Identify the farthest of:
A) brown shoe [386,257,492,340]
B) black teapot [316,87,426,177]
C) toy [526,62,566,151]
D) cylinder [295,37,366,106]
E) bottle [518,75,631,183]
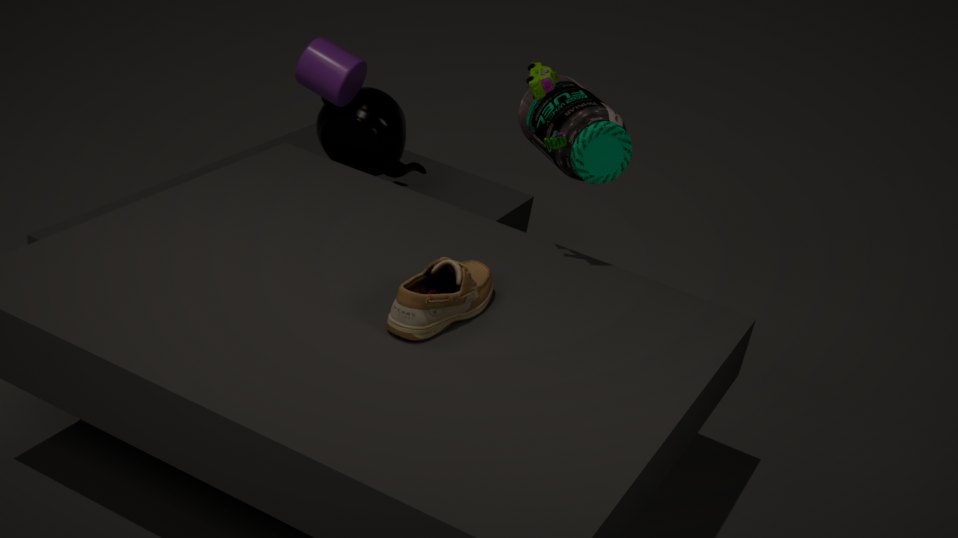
black teapot [316,87,426,177]
